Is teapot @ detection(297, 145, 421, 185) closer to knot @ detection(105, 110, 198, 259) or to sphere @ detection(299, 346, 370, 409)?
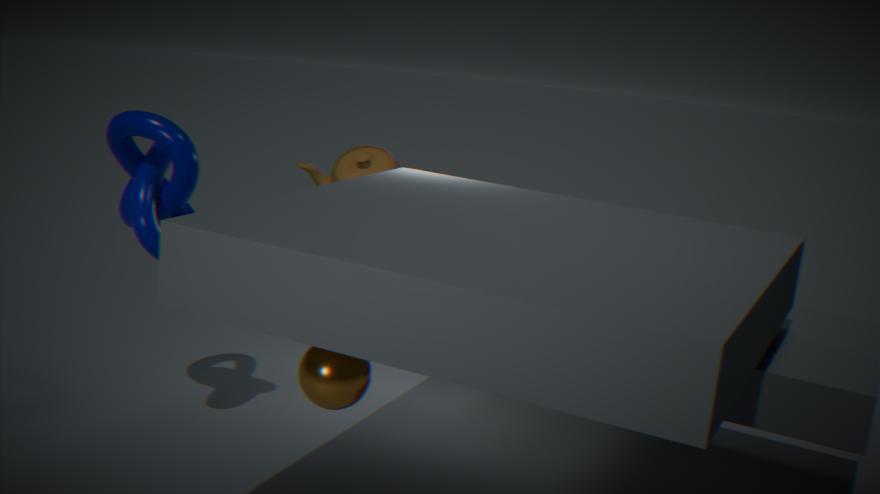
knot @ detection(105, 110, 198, 259)
